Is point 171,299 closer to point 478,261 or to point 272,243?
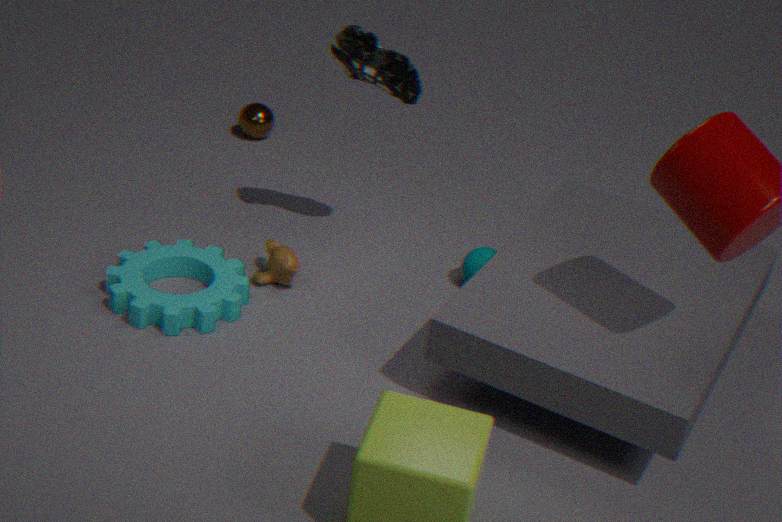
point 272,243
